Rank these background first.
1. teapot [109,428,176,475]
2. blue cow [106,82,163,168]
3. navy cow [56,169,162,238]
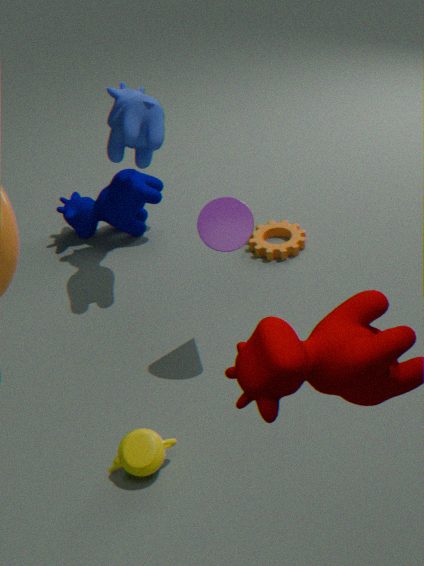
navy cow [56,169,162,238] → blue cow [106,82,163,168] → teapot [109,428,176,475]
